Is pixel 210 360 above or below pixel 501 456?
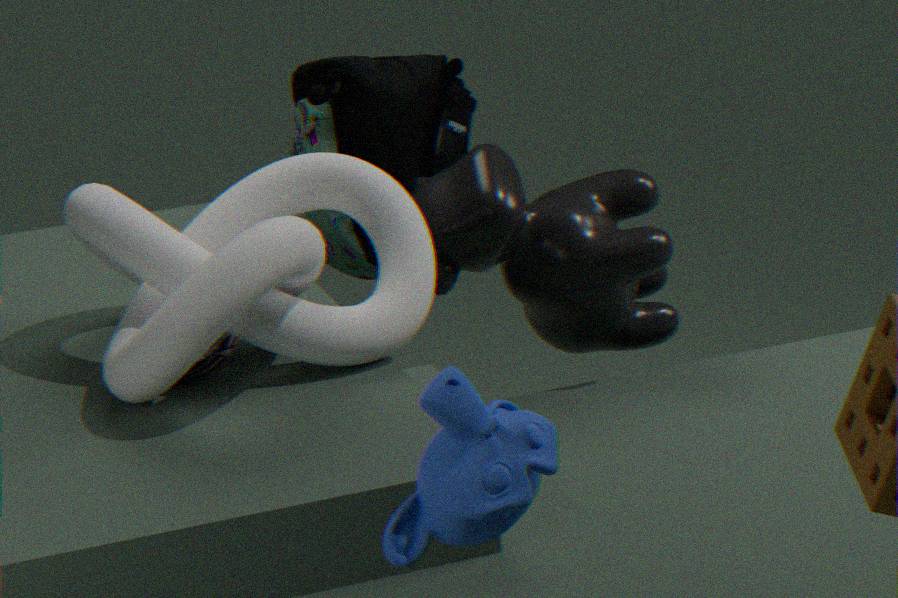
below
